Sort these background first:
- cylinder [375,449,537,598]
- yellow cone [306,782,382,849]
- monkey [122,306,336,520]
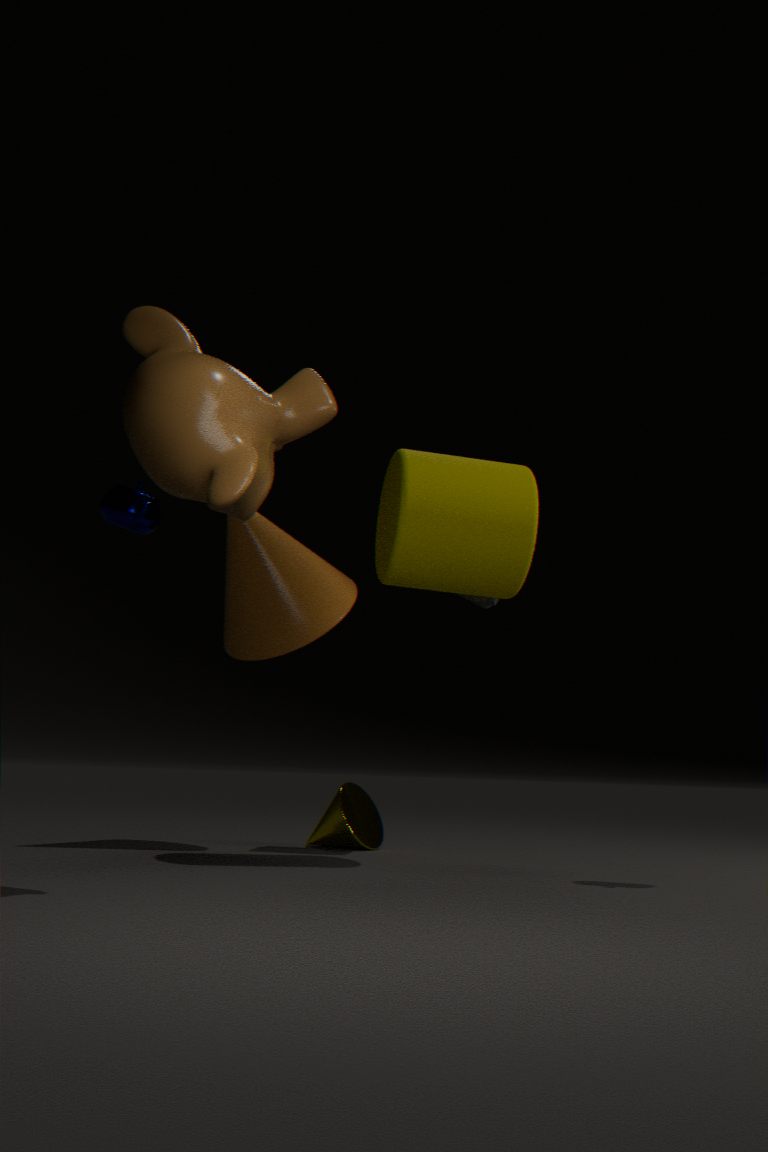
yellow cone [306,782,382,849] → cylinder [375,449,537,598] → monkey [122,306,336,520]
